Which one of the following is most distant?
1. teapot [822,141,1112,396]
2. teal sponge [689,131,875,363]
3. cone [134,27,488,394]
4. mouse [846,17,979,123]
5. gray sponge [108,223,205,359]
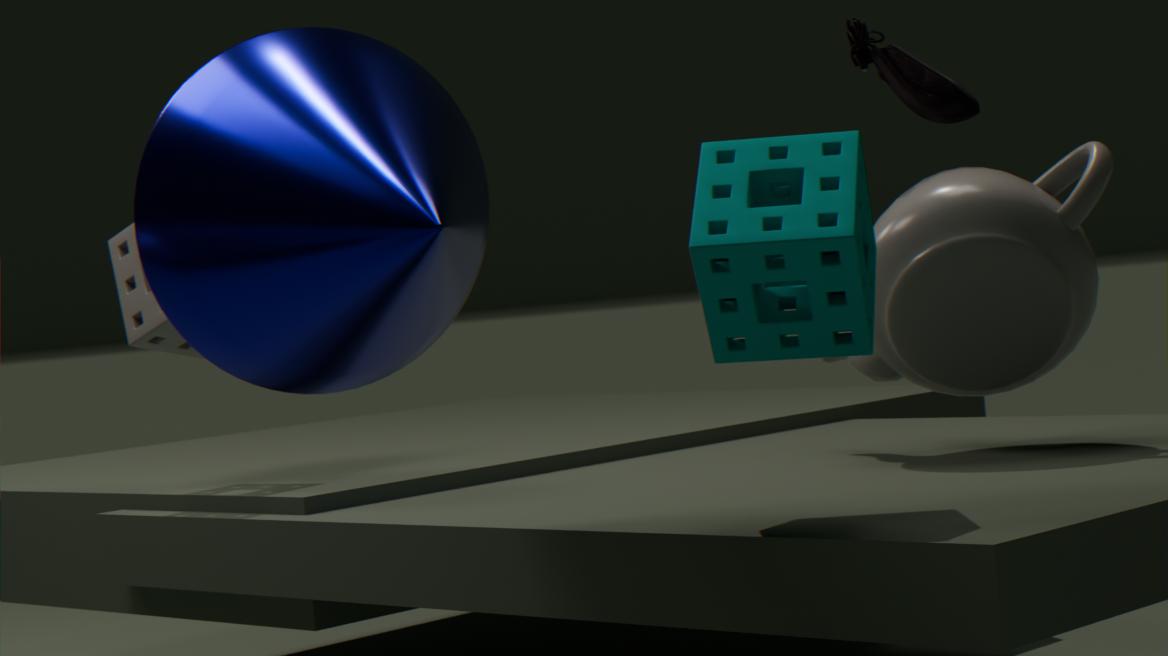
gray sponge [108,223,205,359]
